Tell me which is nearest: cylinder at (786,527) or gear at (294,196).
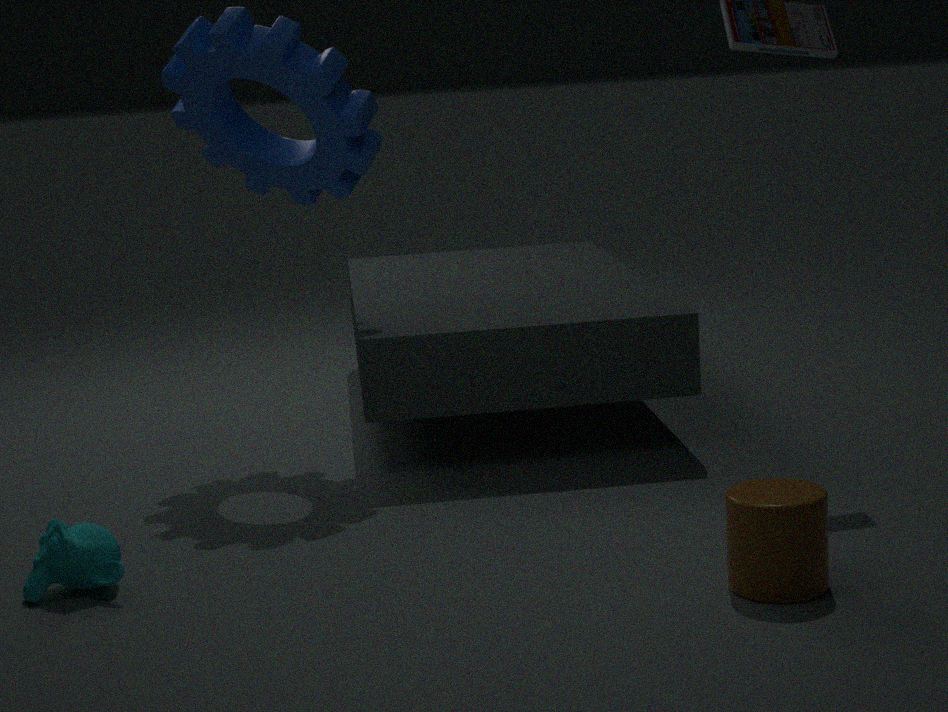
cylinder at (786,527)
